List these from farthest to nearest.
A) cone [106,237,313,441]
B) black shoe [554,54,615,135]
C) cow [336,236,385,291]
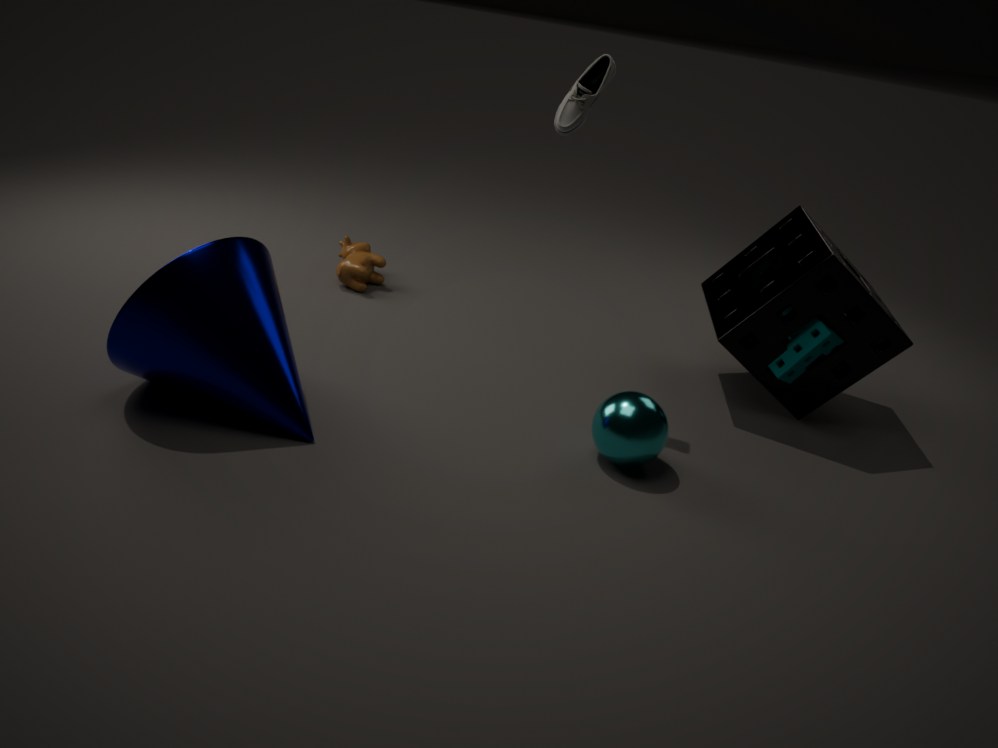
cow [336,236,385,291]
black shoe [554,54,615,135]
cone [106,237,313,441]
